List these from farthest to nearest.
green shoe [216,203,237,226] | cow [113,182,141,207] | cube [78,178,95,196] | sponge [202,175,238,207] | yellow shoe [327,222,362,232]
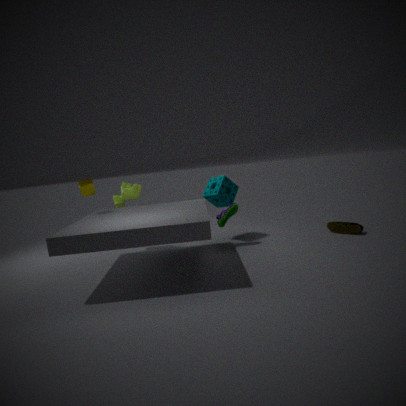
sponge [202,175,238,207] → cow [113,182,141,207] → green shoe [216,203,237,226] → yellow shoe [327,222,362,232] → cube [78,178,95,196]
